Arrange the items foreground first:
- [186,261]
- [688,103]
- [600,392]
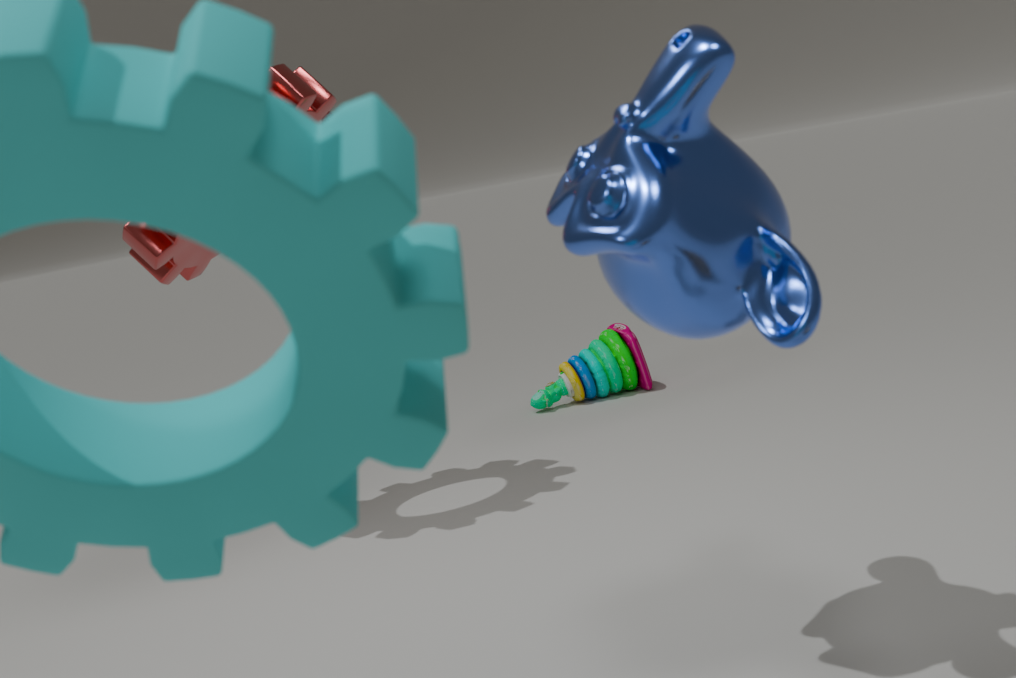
1. [688,103]
2. [186,261]
3. [600,392]
